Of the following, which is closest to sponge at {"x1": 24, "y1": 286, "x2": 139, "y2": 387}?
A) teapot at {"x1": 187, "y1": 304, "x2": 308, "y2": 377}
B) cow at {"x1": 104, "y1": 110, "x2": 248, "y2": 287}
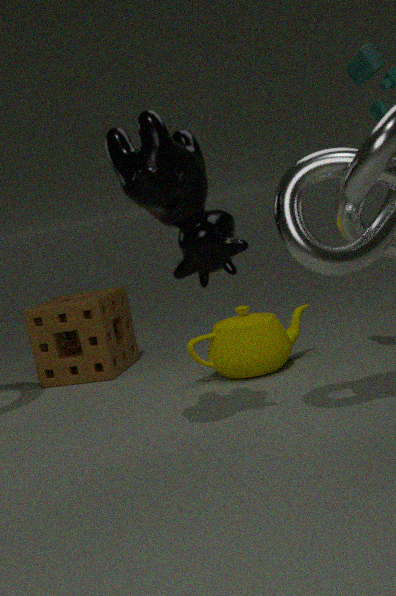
teapot at {"x1": 187, "y1": 304, "x2": 308, "y2": 377}
